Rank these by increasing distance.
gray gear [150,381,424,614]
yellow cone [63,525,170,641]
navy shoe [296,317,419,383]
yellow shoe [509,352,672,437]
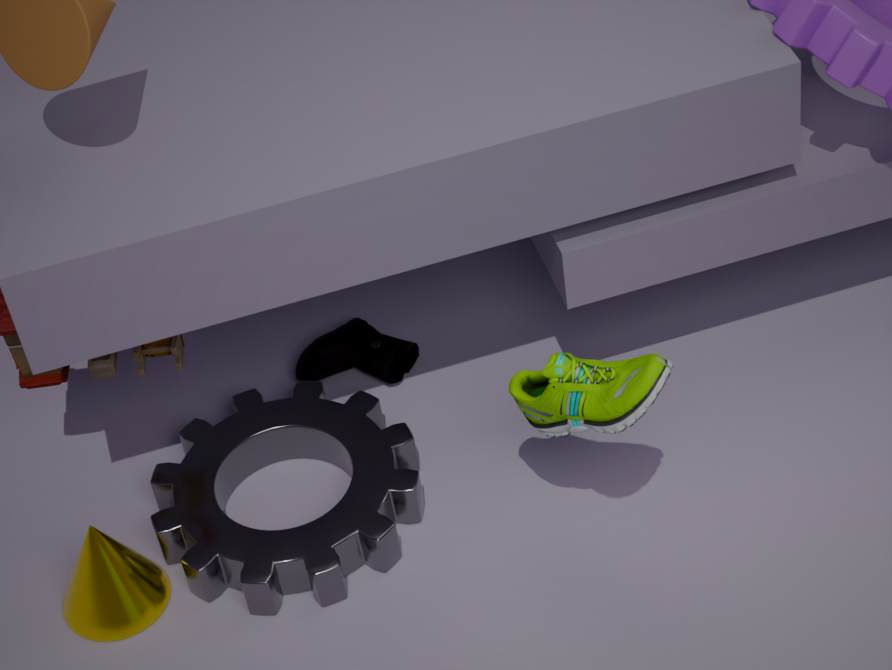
1. yellow shoe [509,352,672,437]
2. yellow cone [63,525,170,641]
3. gray gear [150,381,424,614]
4. navy shoe [296,317,419,383]
